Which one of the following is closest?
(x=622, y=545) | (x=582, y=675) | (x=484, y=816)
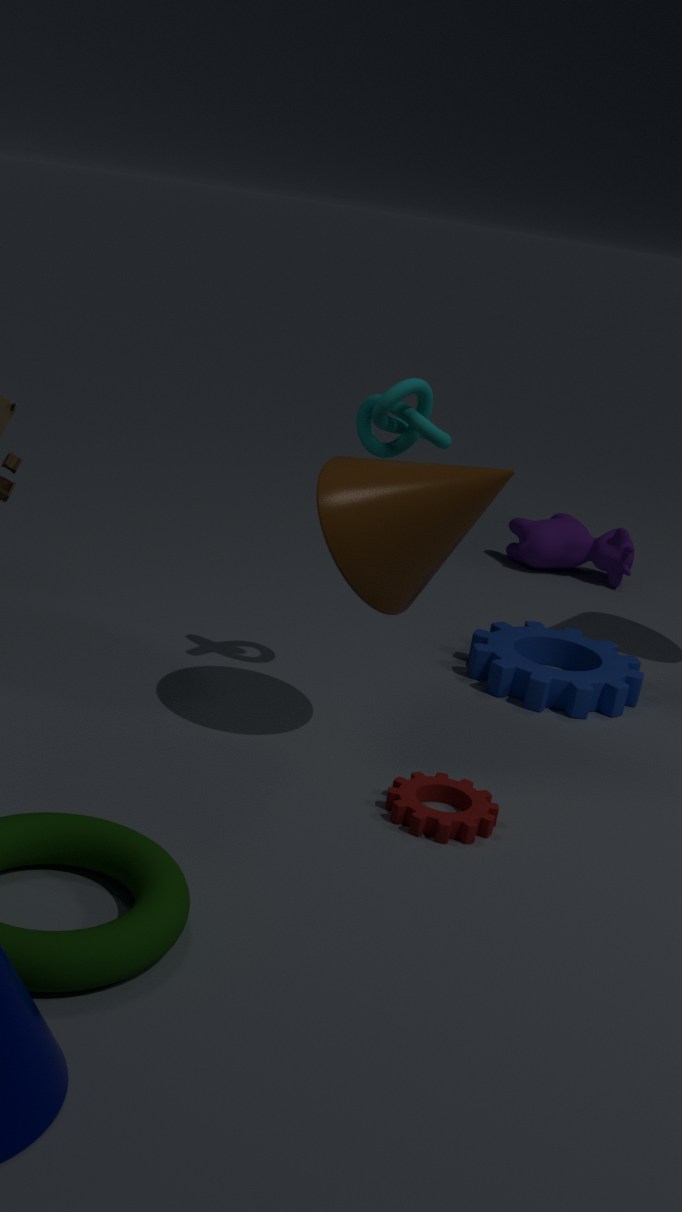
(x=484, y=816)
